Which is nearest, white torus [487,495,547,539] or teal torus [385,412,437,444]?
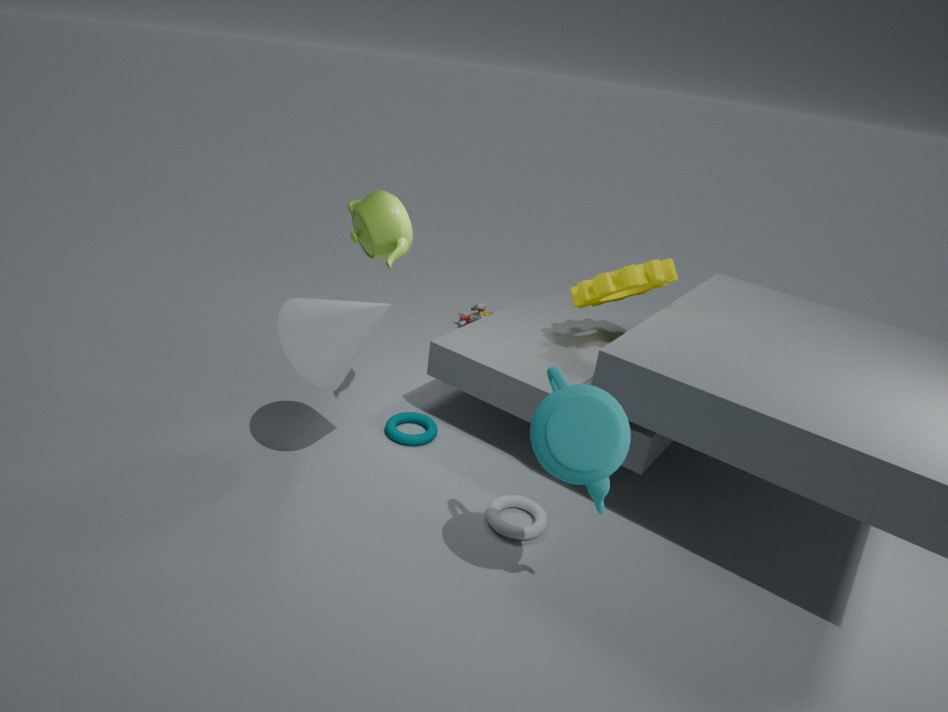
white torus [487,495,547,539]
